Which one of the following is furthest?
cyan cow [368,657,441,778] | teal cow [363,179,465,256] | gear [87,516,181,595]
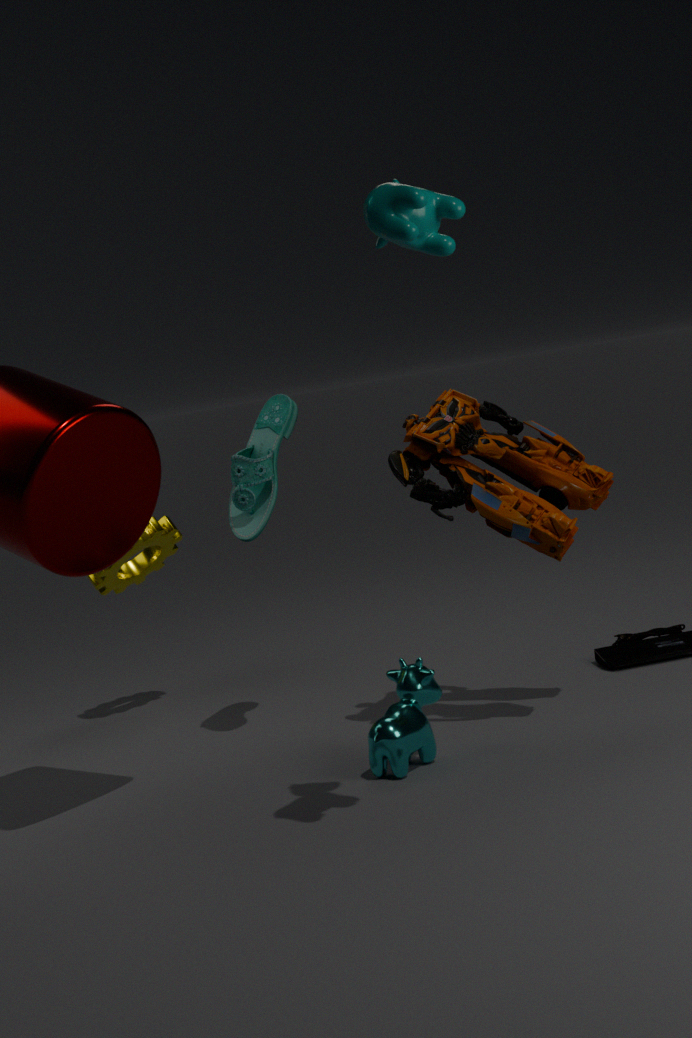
gear [87,516,181,595]
